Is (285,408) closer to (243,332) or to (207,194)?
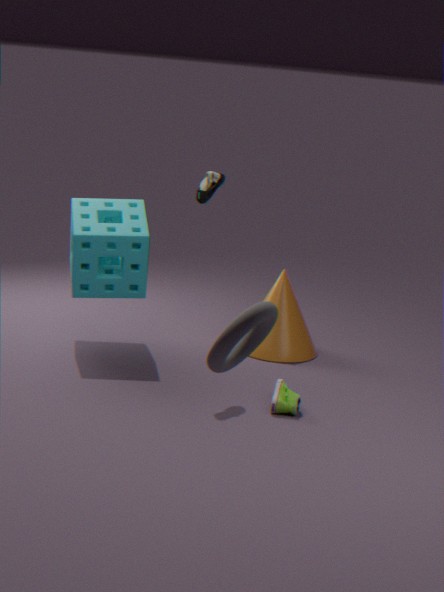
(207,194)
